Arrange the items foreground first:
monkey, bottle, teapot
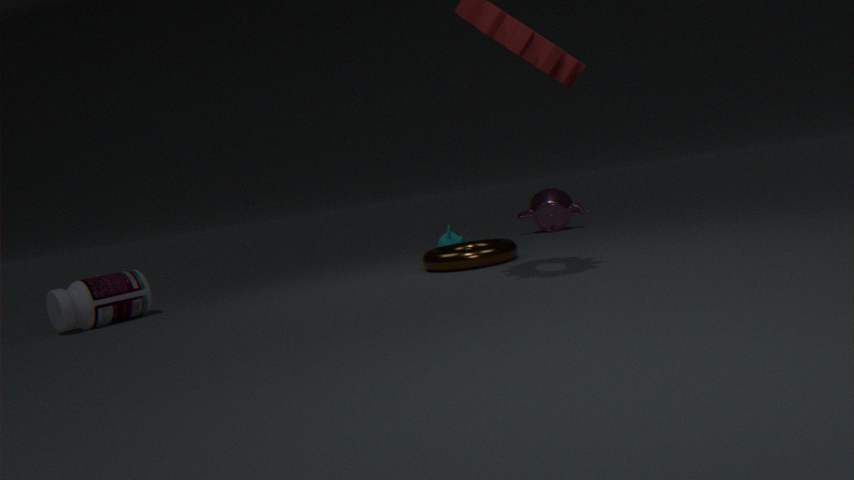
bottle < monkey < teapot
